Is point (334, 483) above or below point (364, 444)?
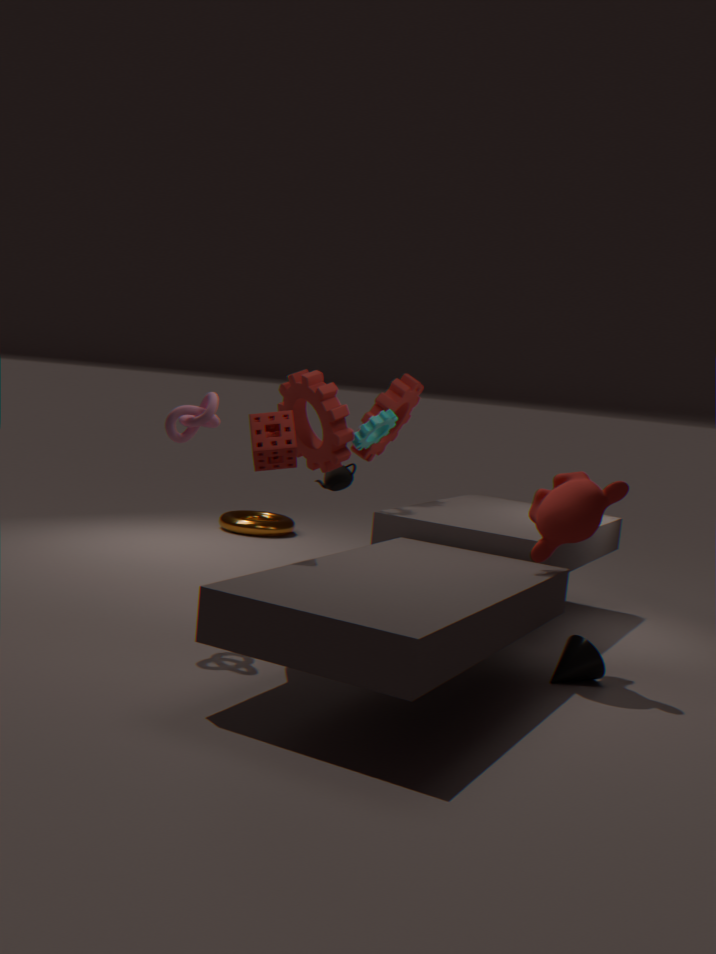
below
